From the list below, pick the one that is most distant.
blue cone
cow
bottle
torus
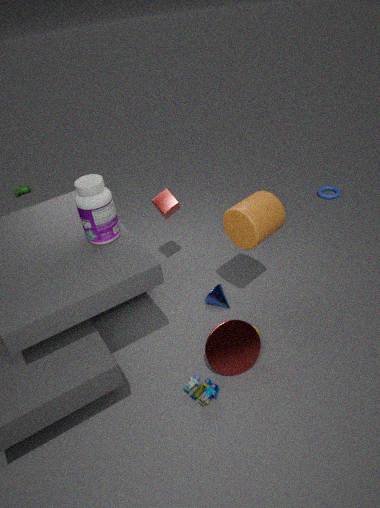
cow
